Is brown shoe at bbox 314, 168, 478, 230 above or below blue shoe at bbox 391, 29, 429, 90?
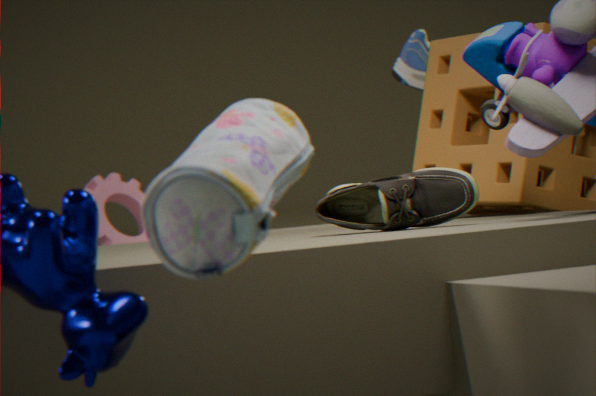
below
